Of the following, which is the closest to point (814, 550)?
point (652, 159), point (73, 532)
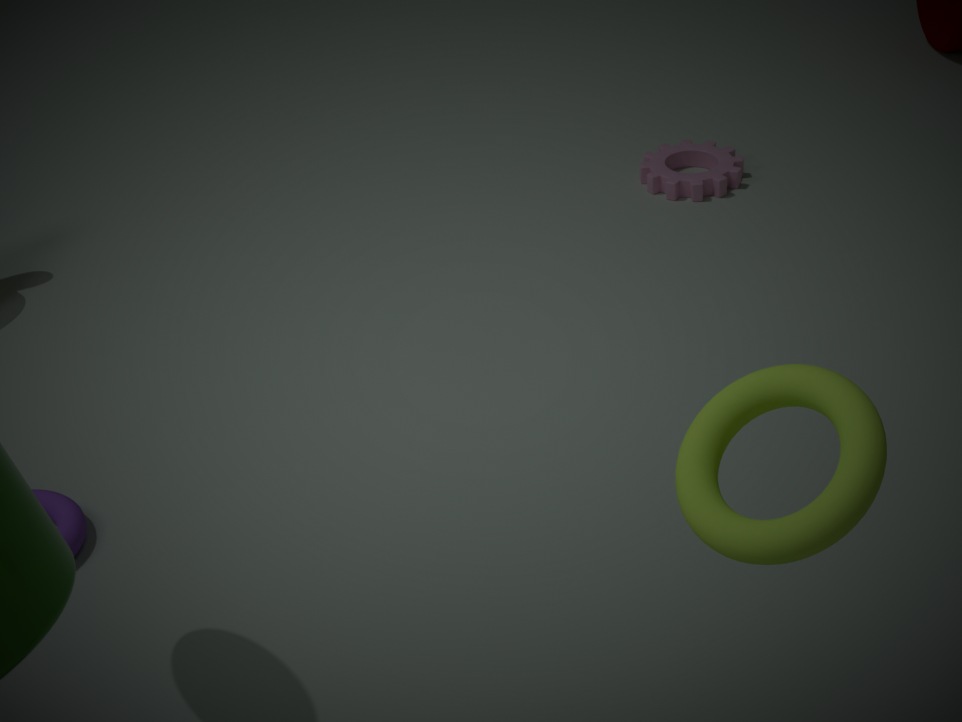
point (73, 532)
